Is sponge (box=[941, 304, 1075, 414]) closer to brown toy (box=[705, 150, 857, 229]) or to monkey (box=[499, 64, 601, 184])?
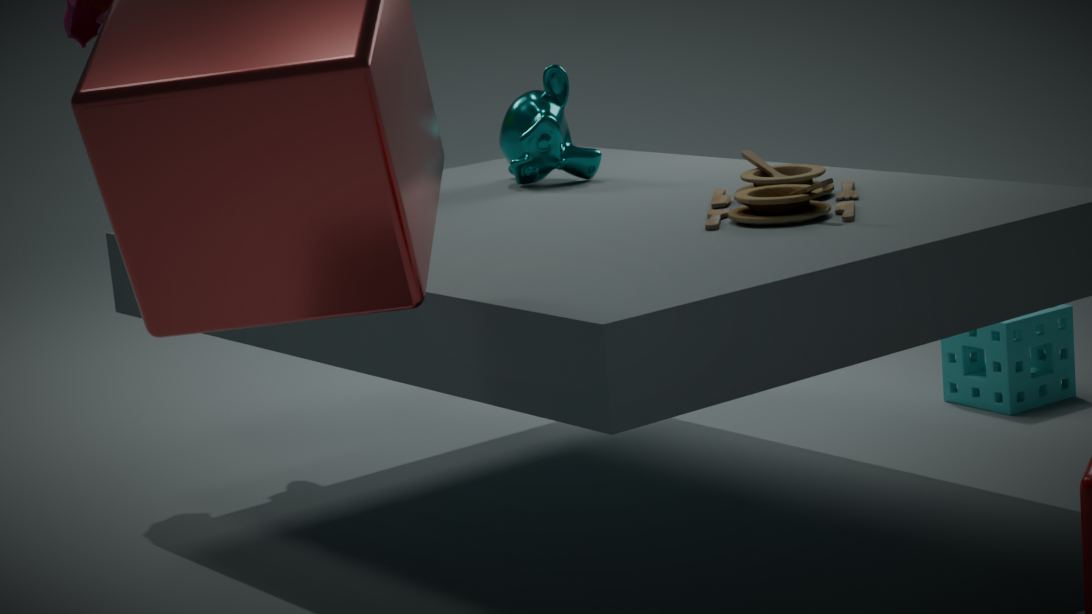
brown toy (box=[705, 150, 857, 229])
